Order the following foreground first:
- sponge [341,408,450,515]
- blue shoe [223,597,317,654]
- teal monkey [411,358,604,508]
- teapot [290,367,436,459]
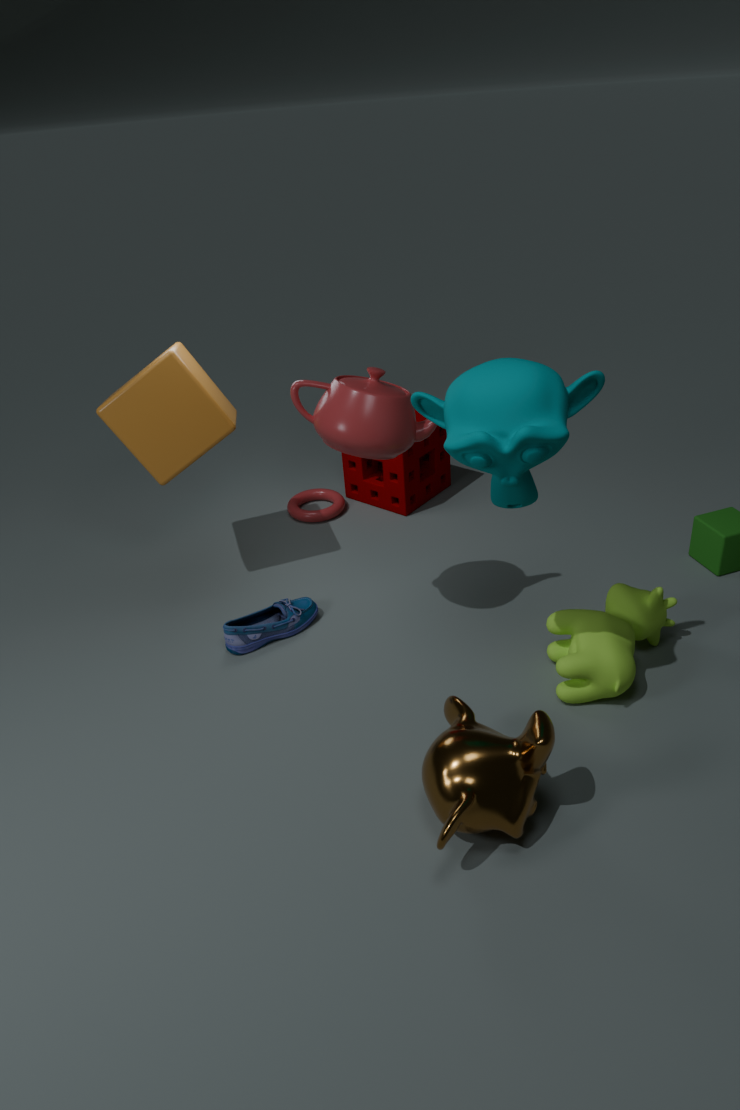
1. teal monkey [411,358,604,508]
2. teapot [290,367,436,459]
3. blue shoe [223,597,317,654]
4. sponge [341,408,450,515]
